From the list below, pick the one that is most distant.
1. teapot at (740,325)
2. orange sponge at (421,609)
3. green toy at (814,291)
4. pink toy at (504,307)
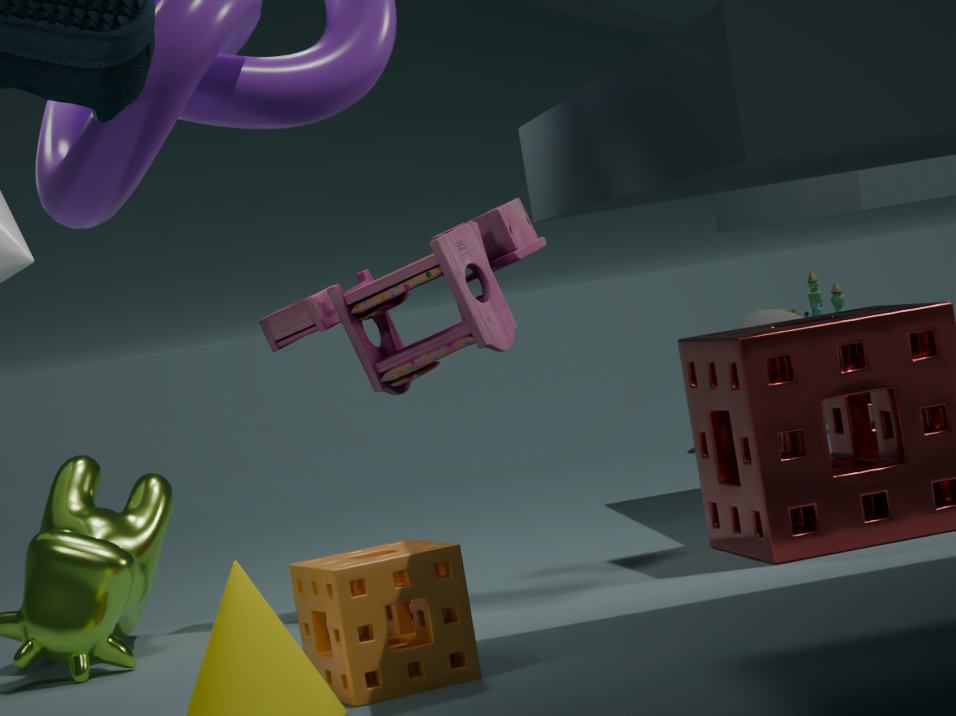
green toy at (814,291)
